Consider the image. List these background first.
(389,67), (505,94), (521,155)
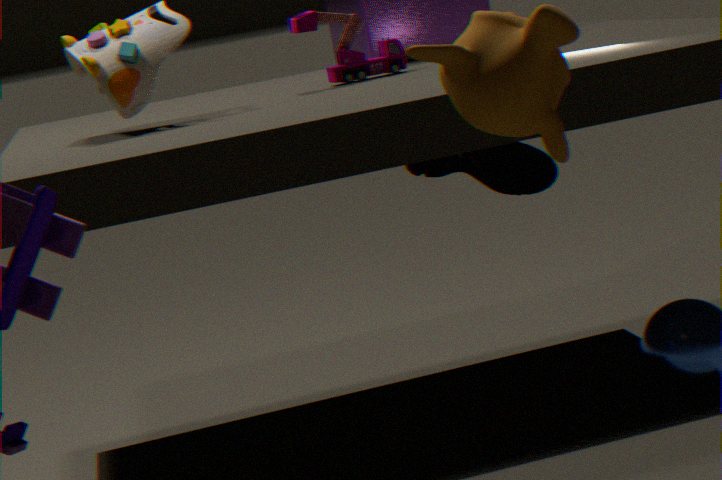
(521,155) → (389,67) → (505,94)
